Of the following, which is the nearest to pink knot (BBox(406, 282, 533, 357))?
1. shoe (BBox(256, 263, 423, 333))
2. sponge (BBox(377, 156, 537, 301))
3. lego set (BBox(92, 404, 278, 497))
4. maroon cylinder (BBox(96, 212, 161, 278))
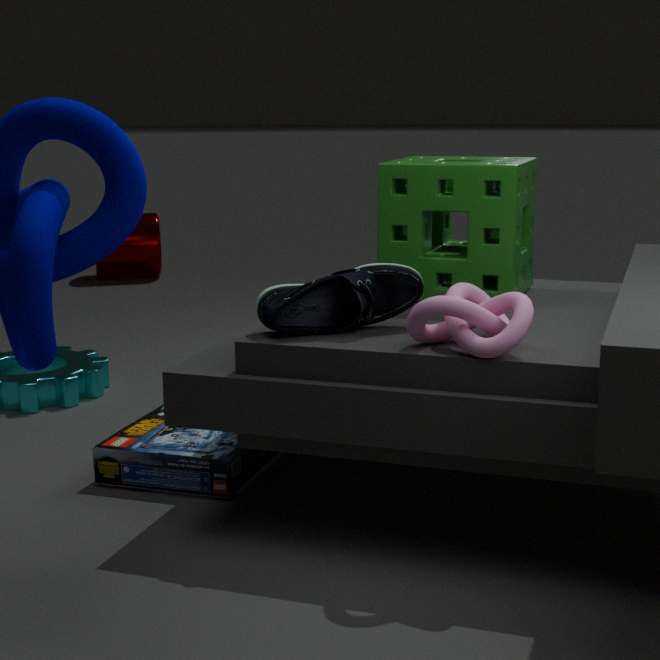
shoe (BBox(256, 263, 423, 333))
